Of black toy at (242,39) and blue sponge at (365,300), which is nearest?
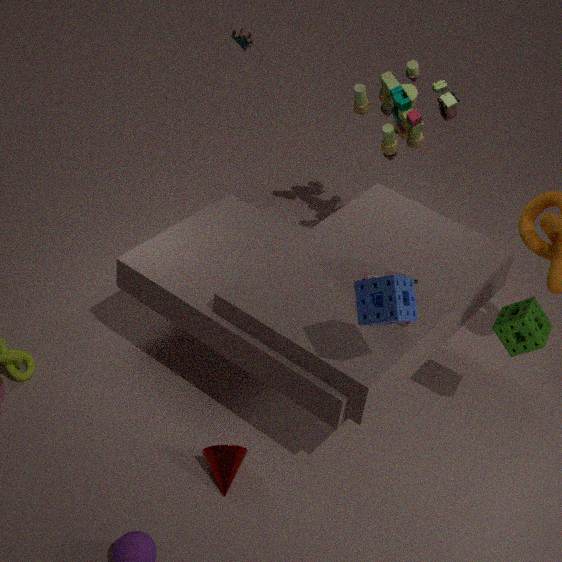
blue sponge at (365,300)
